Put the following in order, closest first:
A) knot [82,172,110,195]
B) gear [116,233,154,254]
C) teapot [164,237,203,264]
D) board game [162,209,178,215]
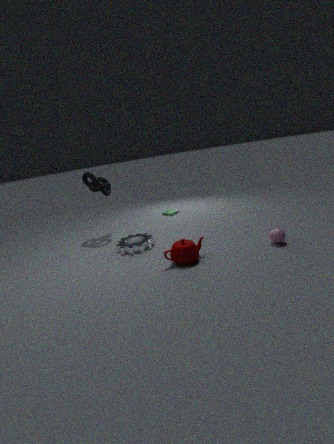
teapot [164,237,203,264] < gear [116,233,154,254] < knot [82,172,110,195] < board game [162,209,178,215]
